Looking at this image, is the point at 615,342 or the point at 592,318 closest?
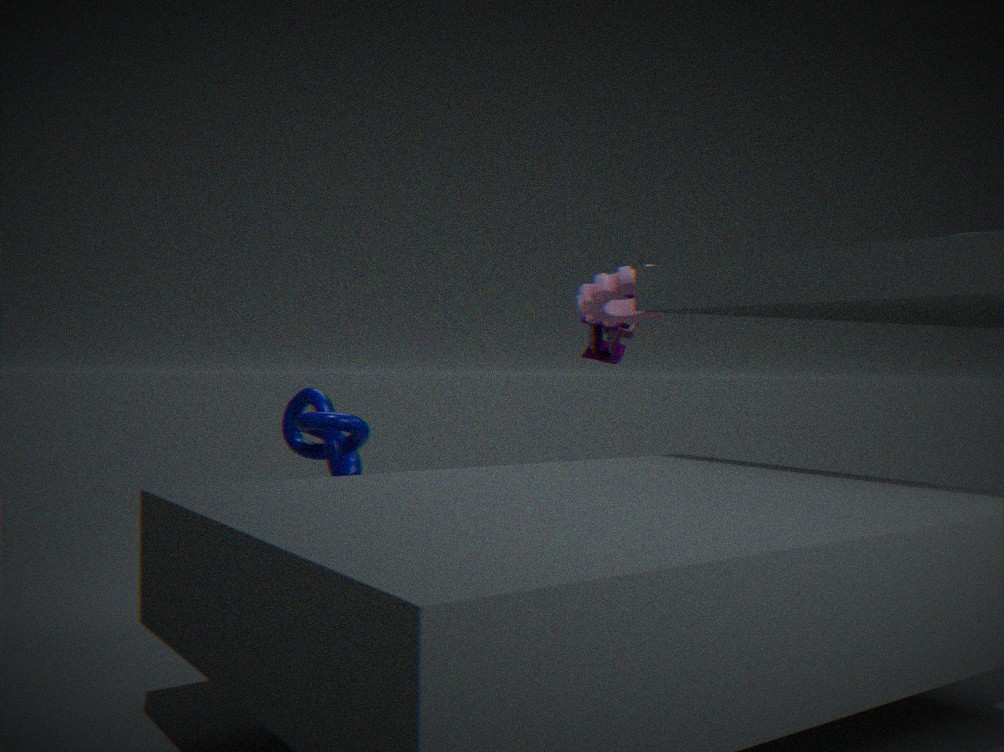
the point at 592,318
